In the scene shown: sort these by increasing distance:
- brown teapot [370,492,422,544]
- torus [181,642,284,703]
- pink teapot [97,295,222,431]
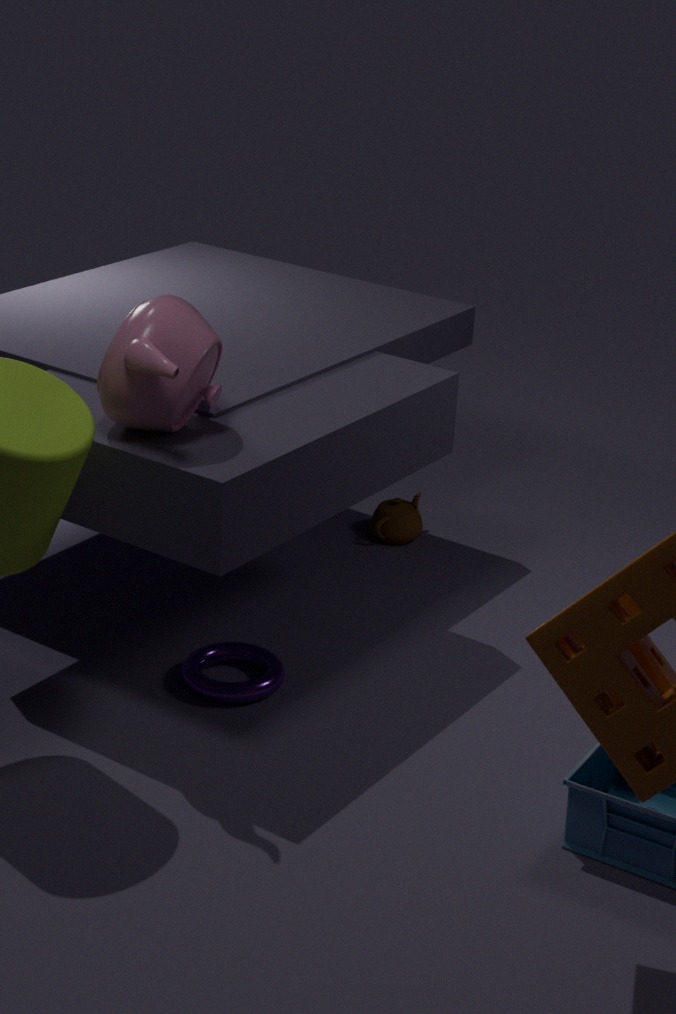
pink teapot [97,295,222,431], torus [181,642,284,703], brown teapot [370,492,422,544]
